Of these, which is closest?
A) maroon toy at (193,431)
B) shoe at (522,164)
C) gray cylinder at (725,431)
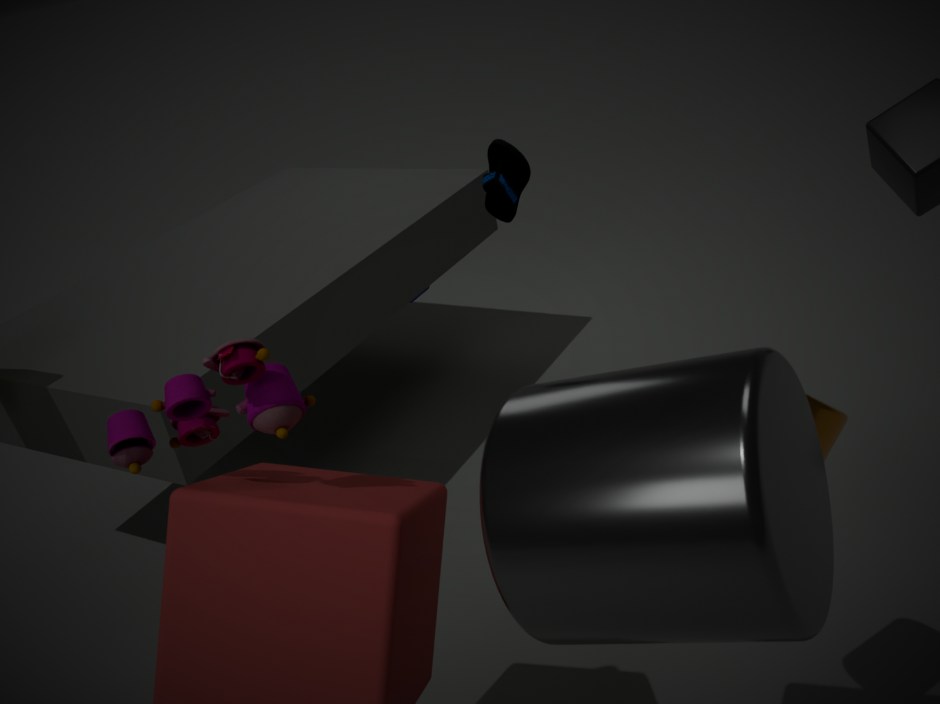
gray cylinder at (725,431)
